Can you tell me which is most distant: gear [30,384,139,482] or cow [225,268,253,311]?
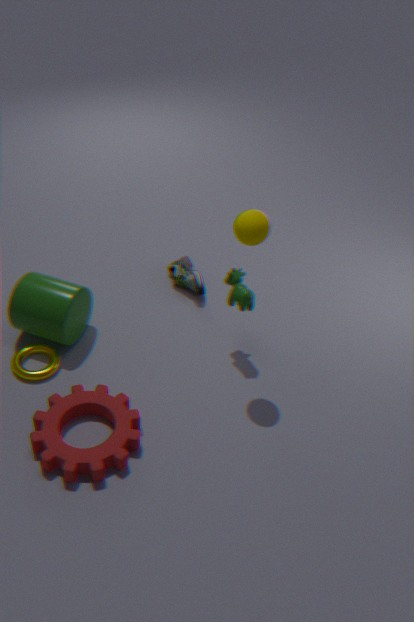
cow [225,268,253,311]
